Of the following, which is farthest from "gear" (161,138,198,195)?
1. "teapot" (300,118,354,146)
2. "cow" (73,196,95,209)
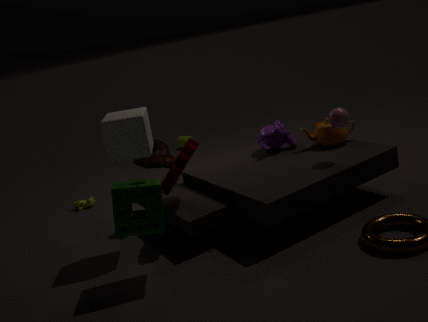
"cow" (73,196,95,209)
